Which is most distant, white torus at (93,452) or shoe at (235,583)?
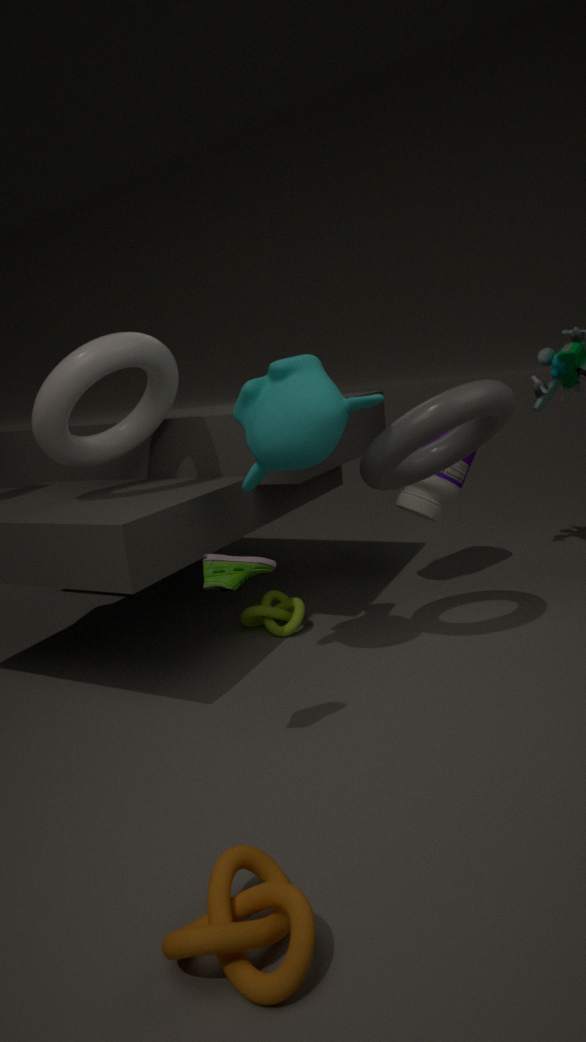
white torus at (93,452)
